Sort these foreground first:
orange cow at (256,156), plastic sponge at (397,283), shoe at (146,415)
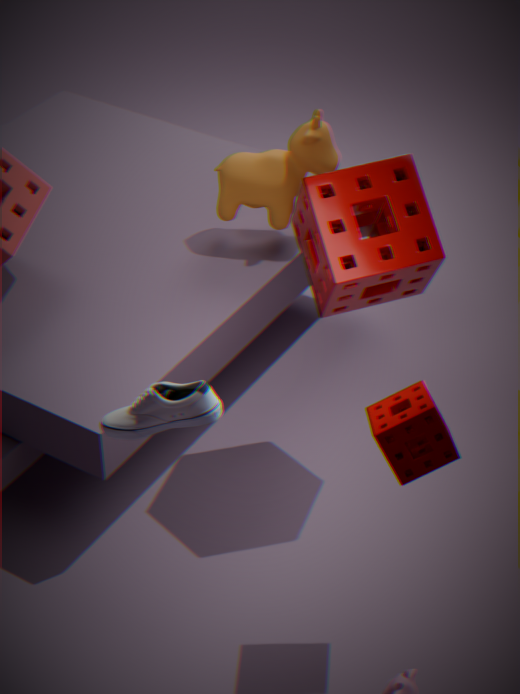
1. shoe at (146,415)
2. plastic sponge at (397,283)
3. orange cow at (256,156)
